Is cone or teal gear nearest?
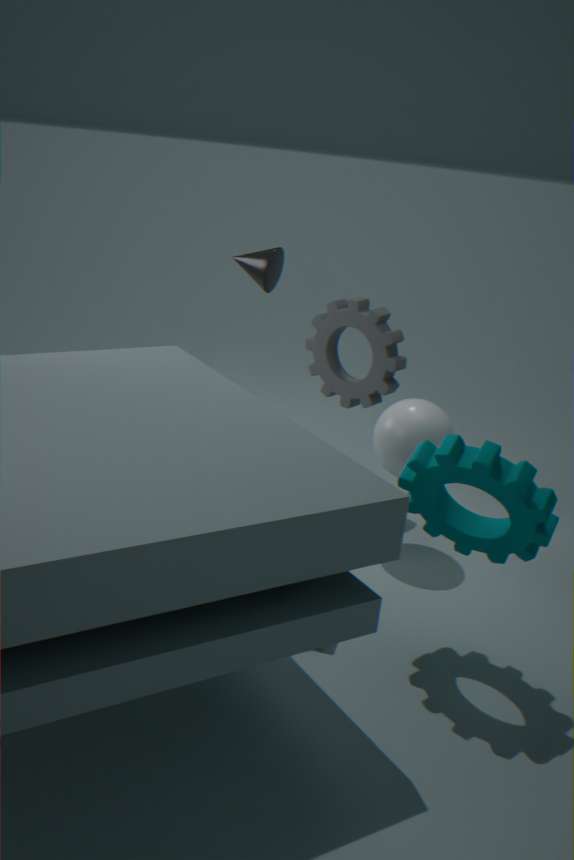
teal gear
